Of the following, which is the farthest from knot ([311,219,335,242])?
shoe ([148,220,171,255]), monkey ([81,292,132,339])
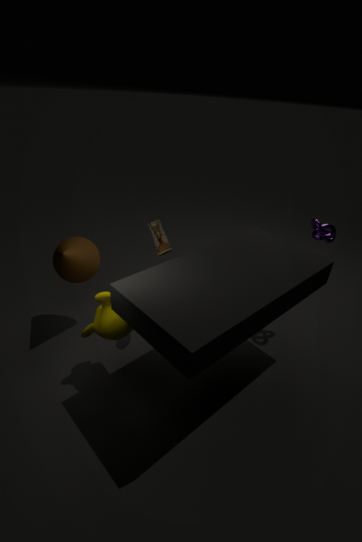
monkey ([81,292,132,339])
